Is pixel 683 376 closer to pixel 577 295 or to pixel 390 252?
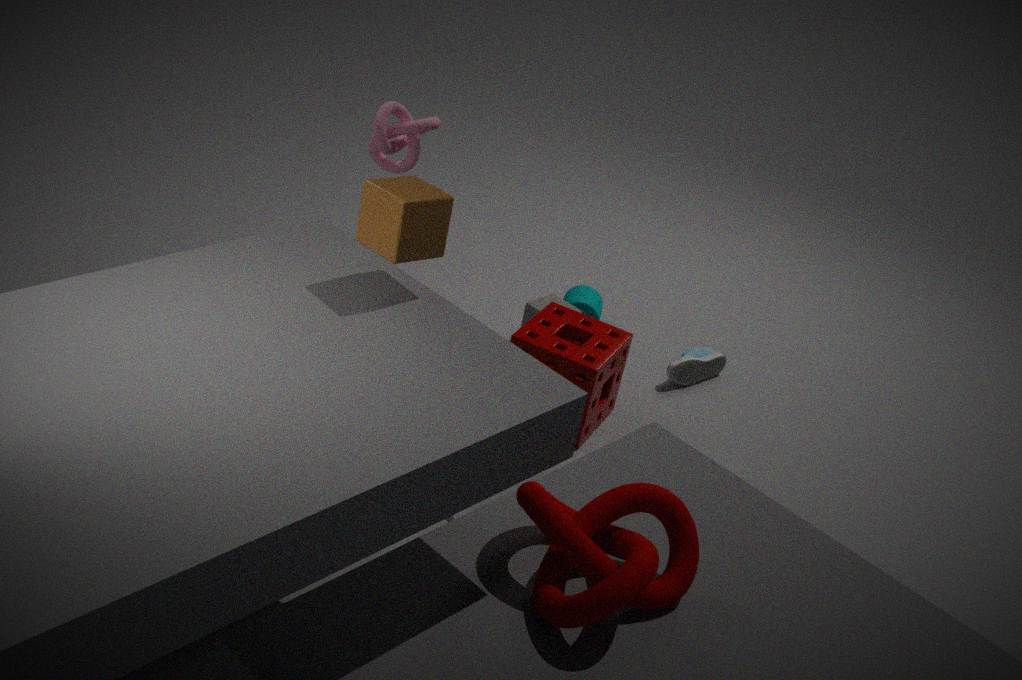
pixel 577 295
